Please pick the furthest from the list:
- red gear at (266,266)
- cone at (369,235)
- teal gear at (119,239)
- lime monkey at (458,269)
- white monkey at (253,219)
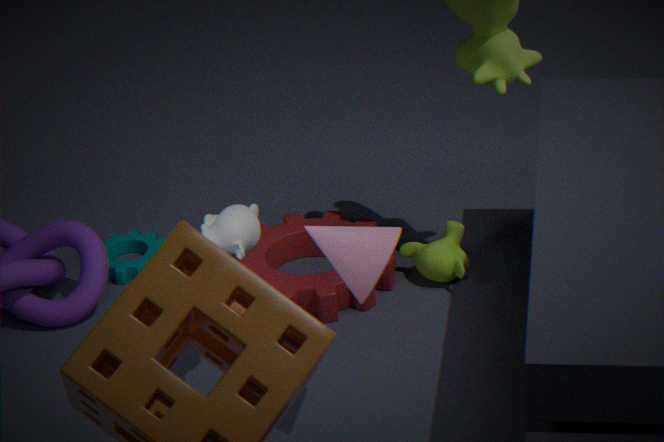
teal gear at (119,239)
